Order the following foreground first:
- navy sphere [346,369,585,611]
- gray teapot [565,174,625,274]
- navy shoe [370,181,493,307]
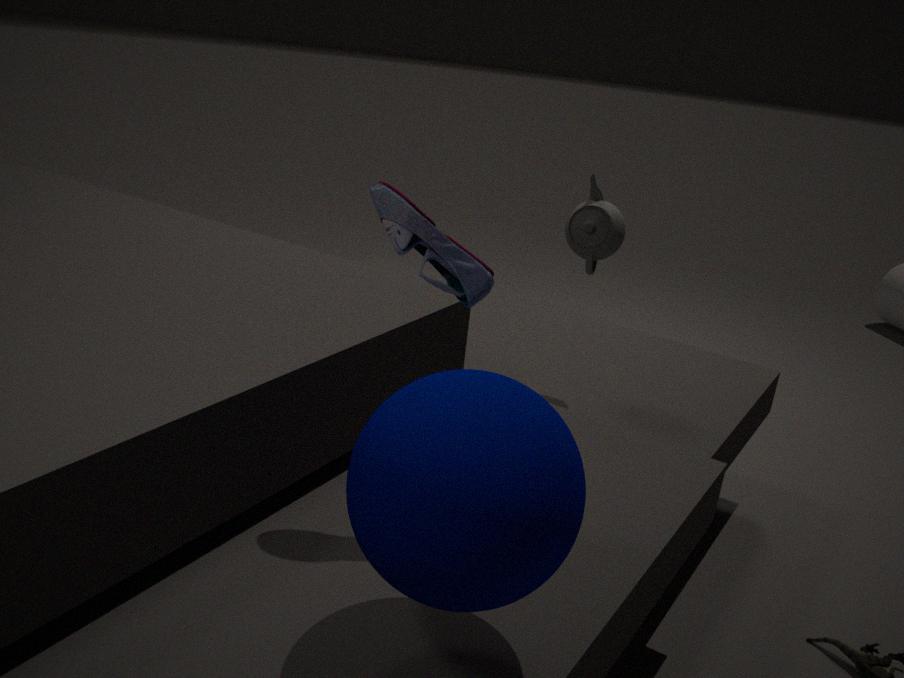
navy sphere [346,369,585,611], navy shoe [370,181,493,307], gray teapot [565,174,625,274]
